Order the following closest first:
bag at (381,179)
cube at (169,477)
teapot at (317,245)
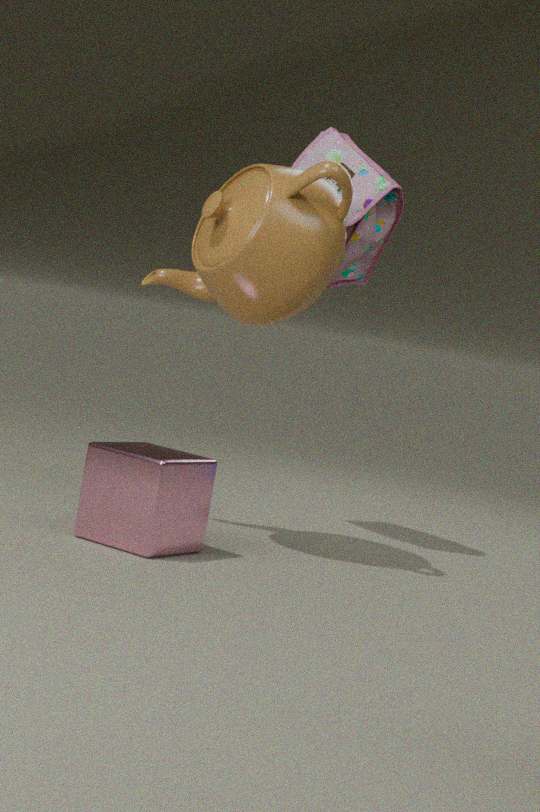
cube at (169,477) < teapot at (317,245) < bag at (381,179)
